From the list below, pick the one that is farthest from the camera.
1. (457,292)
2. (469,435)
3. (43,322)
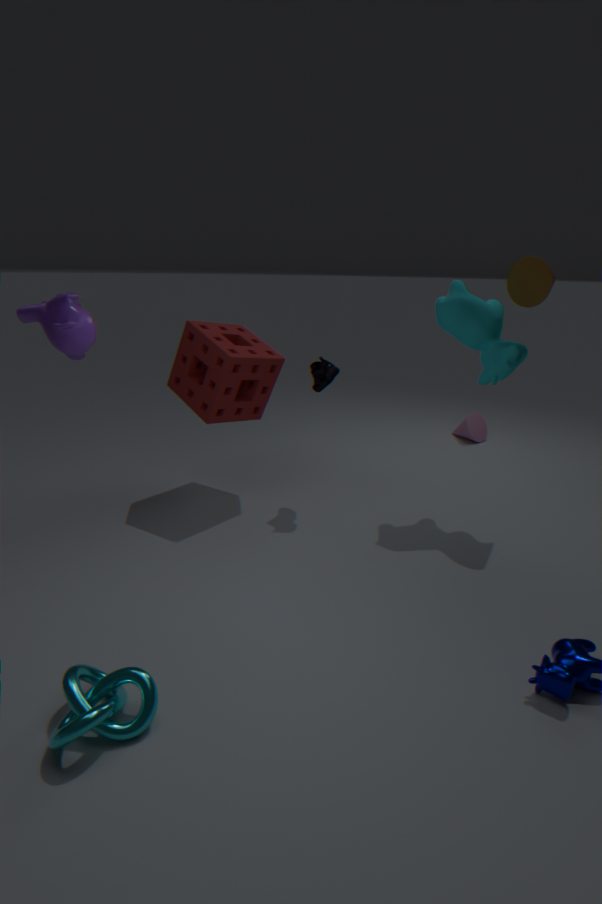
(469,435)
